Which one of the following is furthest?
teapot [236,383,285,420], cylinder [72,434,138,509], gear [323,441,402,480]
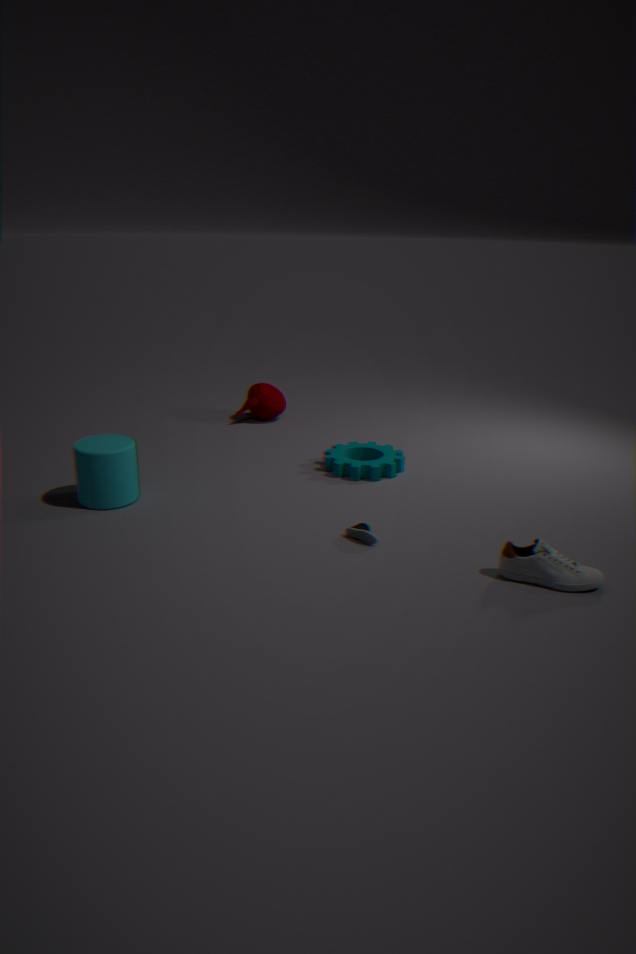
teapot [236,383,285,420]
